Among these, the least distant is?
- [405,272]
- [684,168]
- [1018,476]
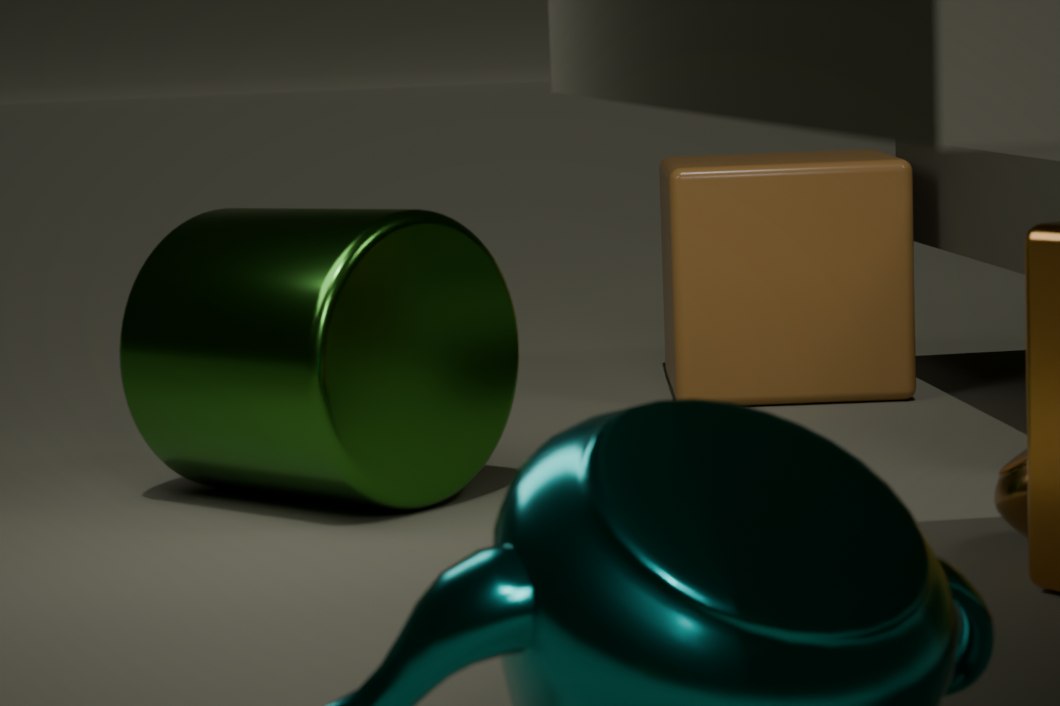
[1018,476]
